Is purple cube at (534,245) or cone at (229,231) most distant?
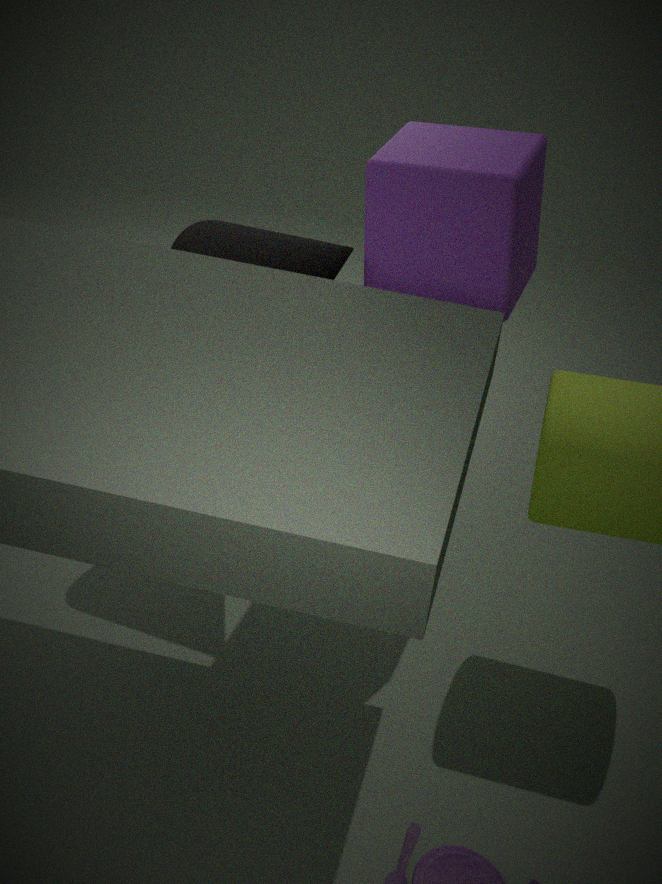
cone at (229,231)
